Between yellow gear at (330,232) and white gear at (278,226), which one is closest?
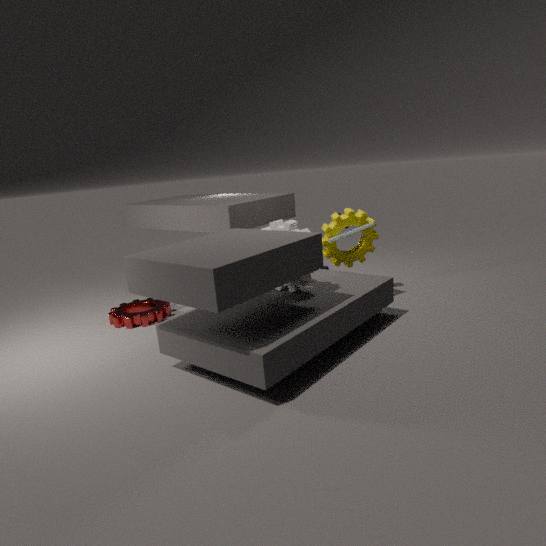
white gear at (278,226)
